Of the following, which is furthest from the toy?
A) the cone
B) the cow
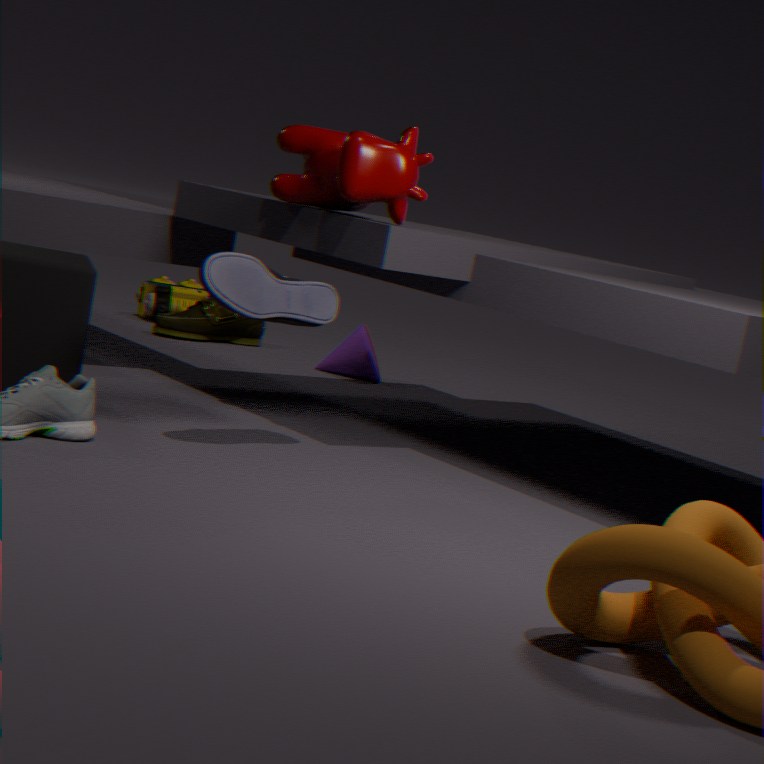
the cow
